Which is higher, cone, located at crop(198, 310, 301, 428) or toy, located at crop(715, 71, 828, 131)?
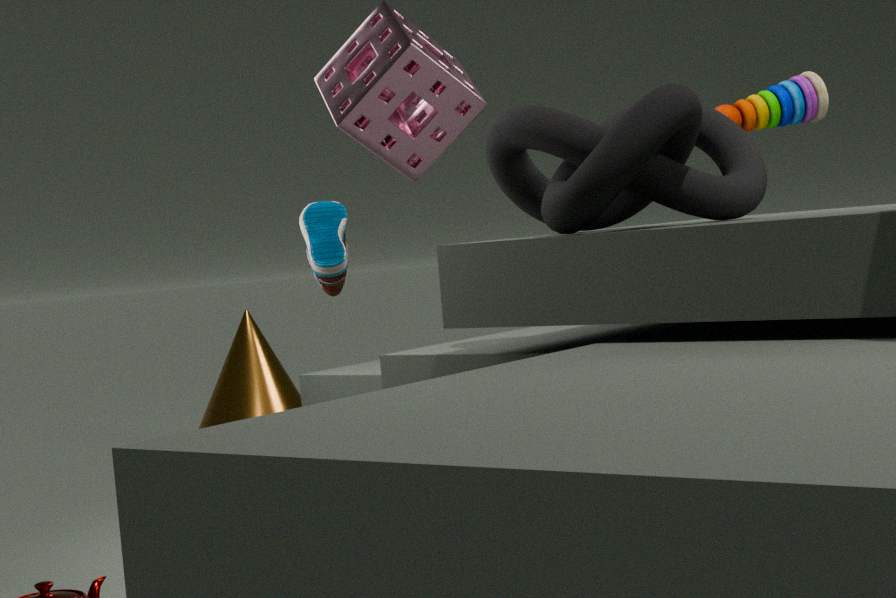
toy, located at crop(715, 71, 828, 131)
